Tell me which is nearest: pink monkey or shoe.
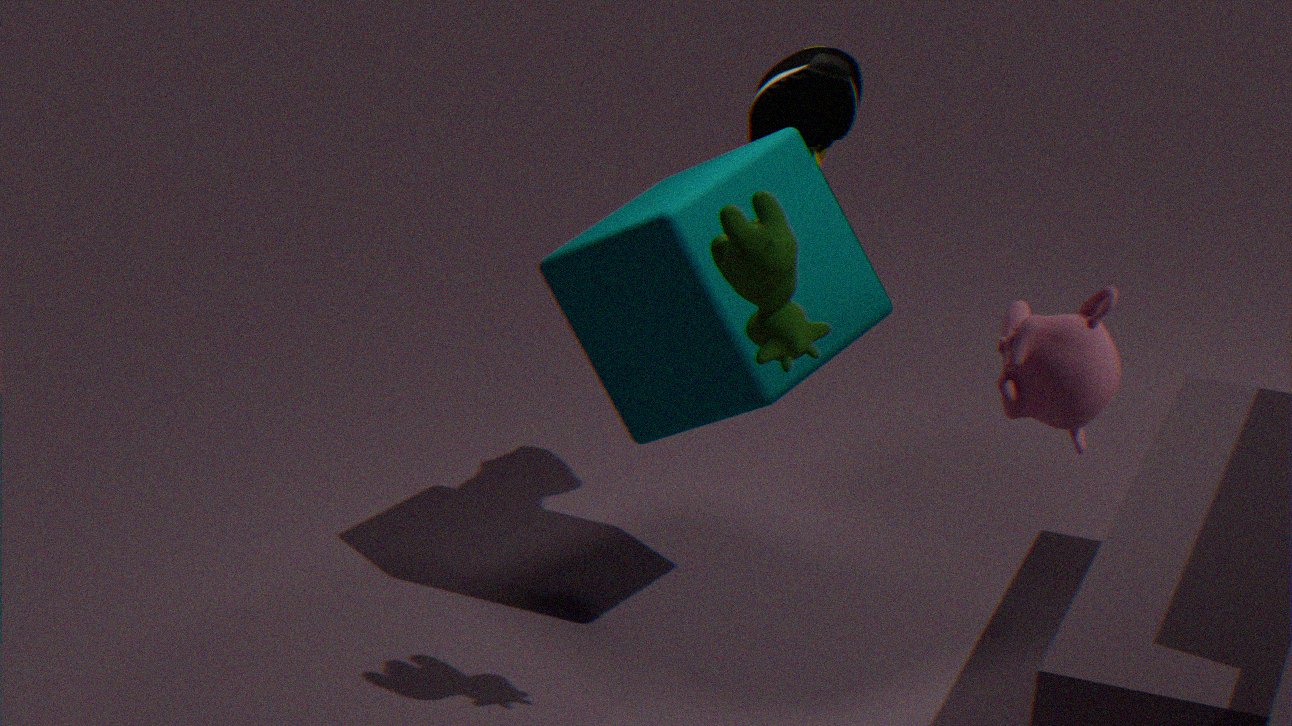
pink monkey
